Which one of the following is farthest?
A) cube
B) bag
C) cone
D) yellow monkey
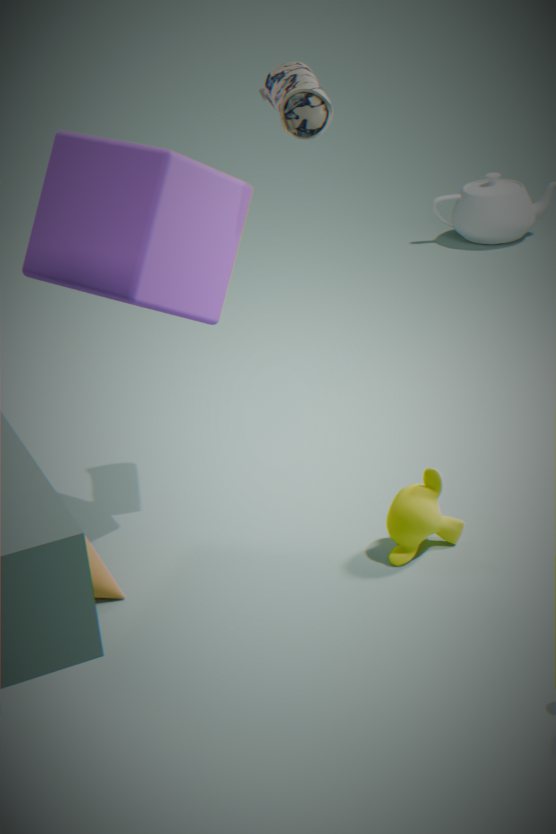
yellow monkey
